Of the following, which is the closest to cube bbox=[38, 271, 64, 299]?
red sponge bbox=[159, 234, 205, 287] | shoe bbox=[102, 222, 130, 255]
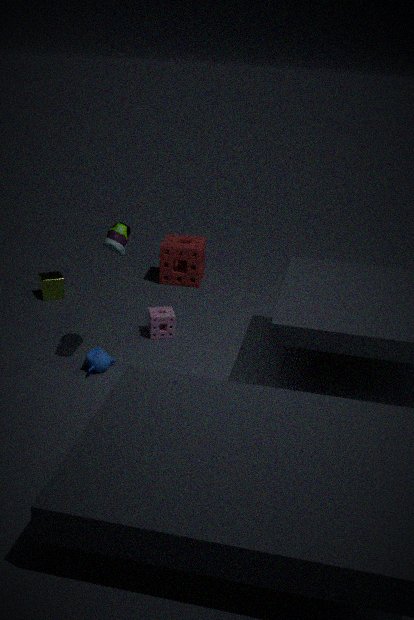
red sponge bbox=[159, 234, 205, 287]
